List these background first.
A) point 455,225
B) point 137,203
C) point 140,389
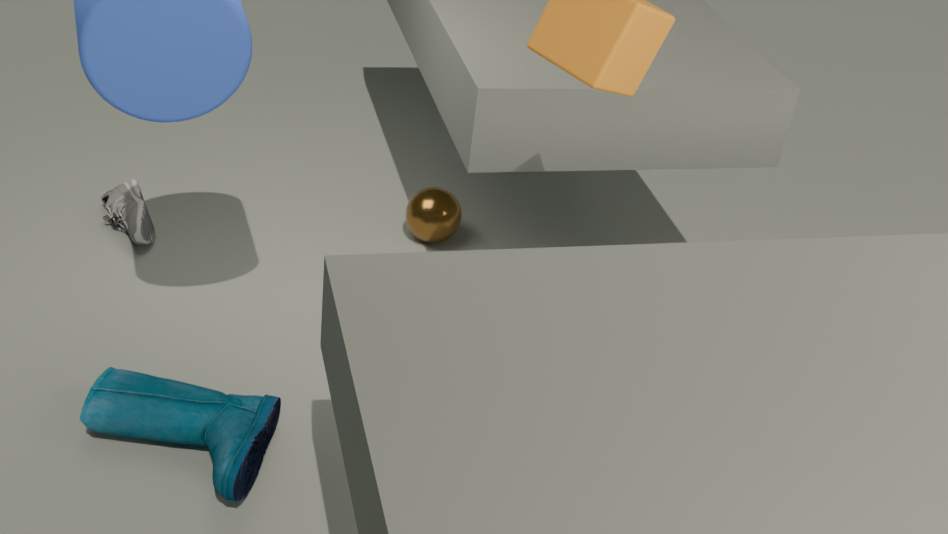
1. point 455,225
2. point 137,203
3. point 140,389
